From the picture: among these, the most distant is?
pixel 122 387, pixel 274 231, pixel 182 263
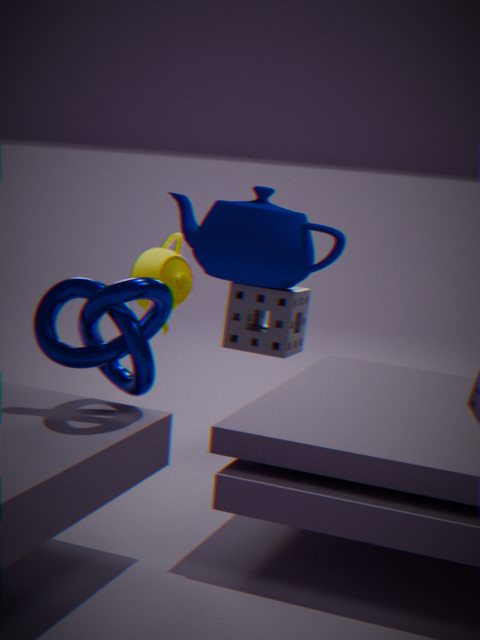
pixel 182 263
